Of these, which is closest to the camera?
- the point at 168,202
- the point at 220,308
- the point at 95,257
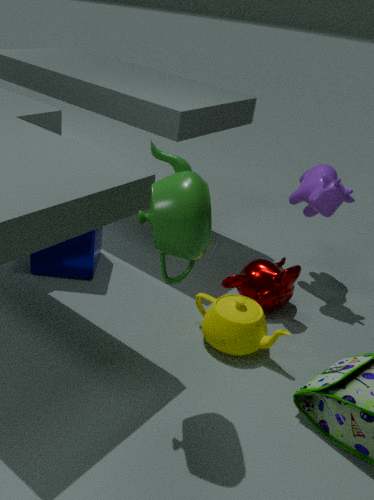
the point at 168,202
